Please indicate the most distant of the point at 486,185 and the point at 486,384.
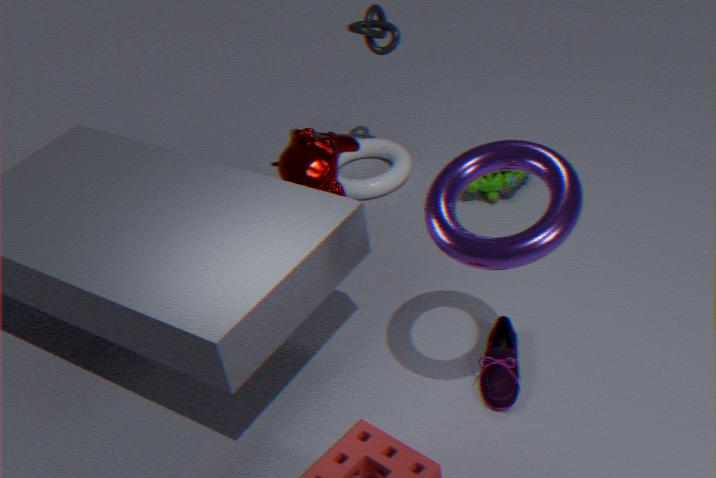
the point at 486,185
